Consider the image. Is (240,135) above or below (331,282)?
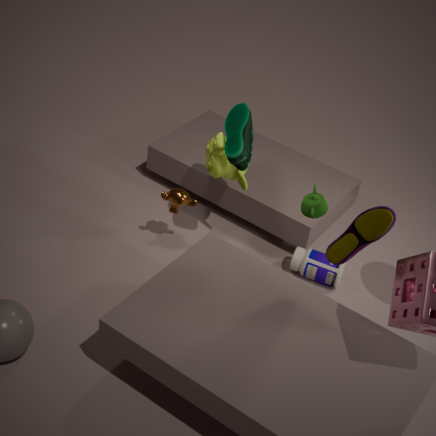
above
